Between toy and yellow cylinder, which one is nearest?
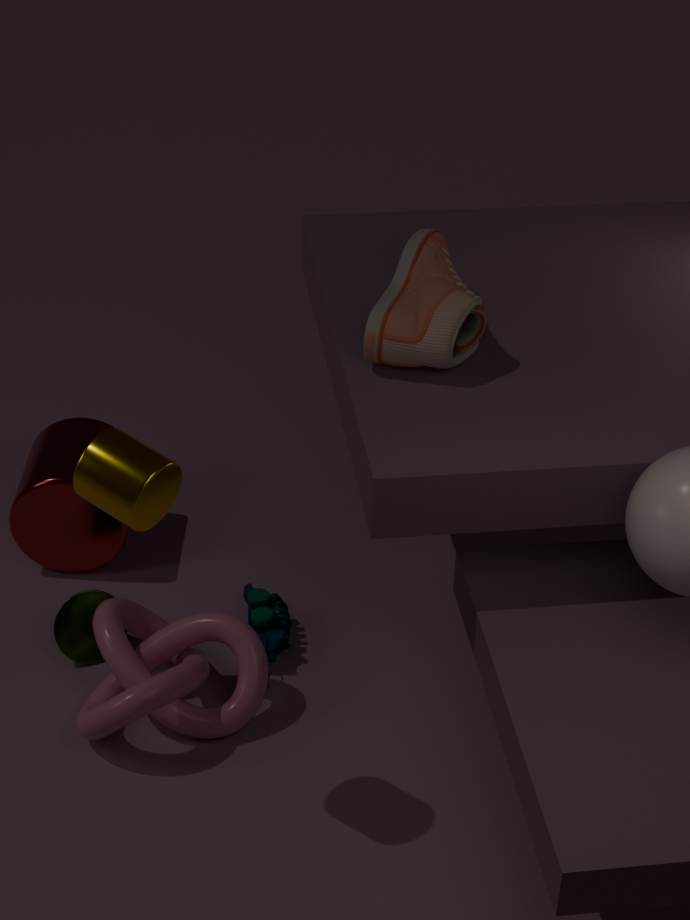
yellow cylinder
